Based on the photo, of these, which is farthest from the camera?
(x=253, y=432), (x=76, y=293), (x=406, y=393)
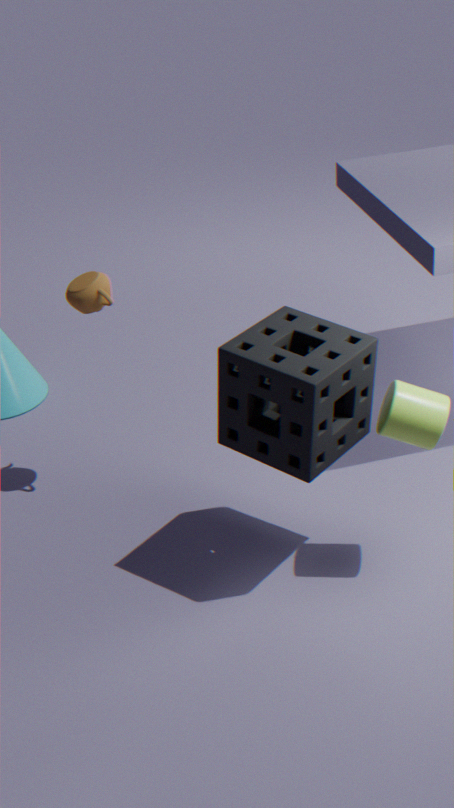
(x=76, y=293)
